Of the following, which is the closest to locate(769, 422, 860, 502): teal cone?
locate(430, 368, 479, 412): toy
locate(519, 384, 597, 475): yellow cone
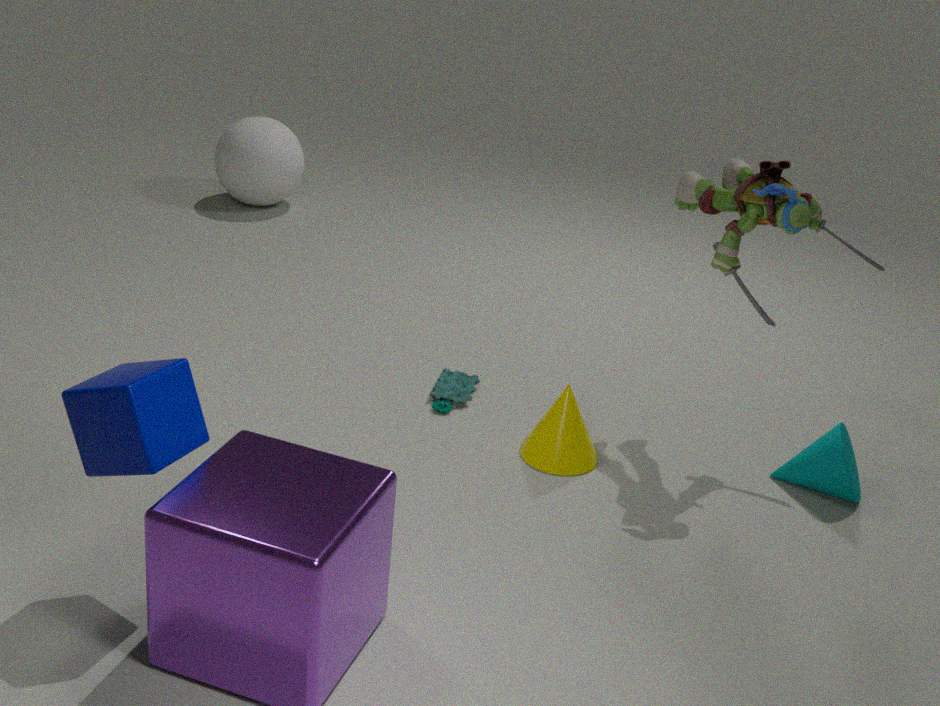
locate(519, 384, 597, 475): yellow cone
